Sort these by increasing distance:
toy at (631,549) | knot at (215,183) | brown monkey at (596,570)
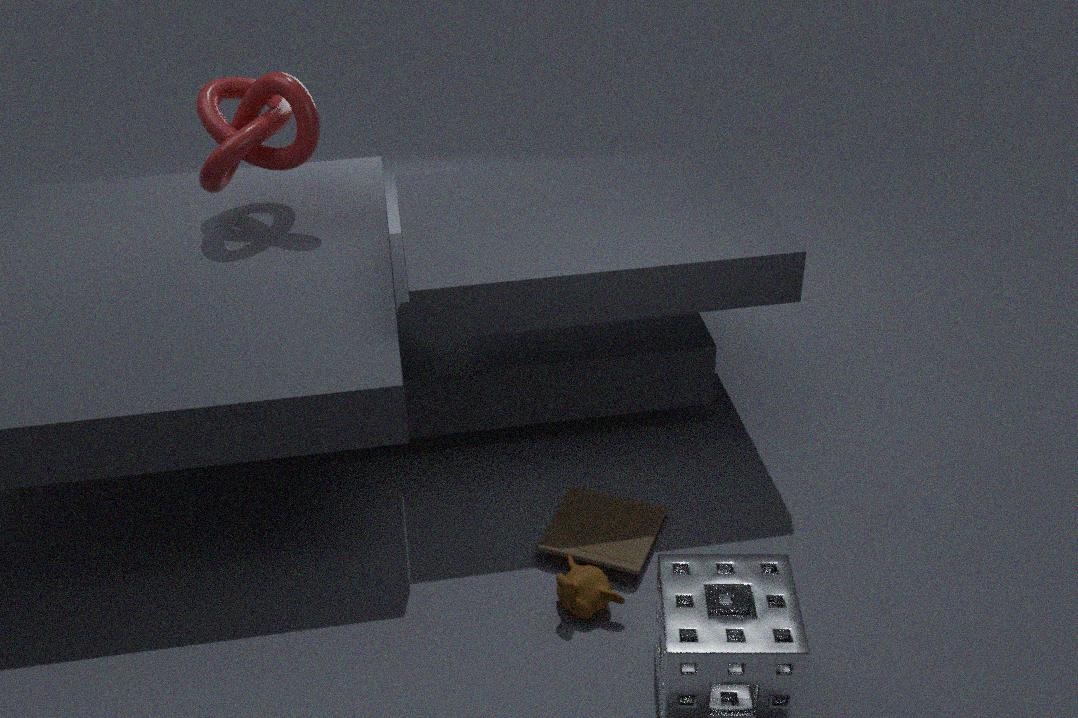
brown monkey at (596,570) → toy at (631,549) → knot at (215,183)
